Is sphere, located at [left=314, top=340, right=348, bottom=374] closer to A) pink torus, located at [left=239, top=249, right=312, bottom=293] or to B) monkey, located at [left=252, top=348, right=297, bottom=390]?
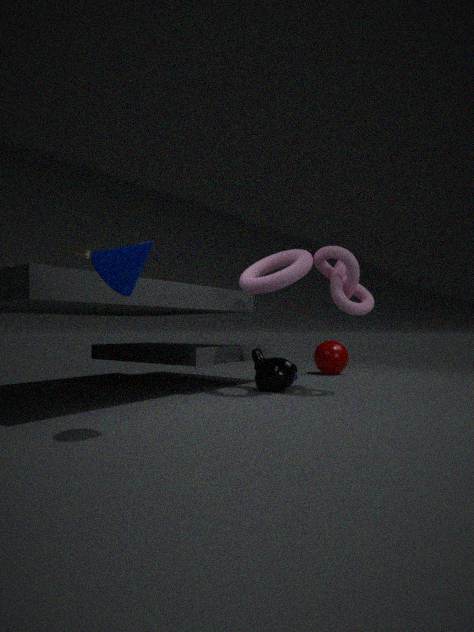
B) monkey, located at [left=252, top=348, right=297, bottom=390]
